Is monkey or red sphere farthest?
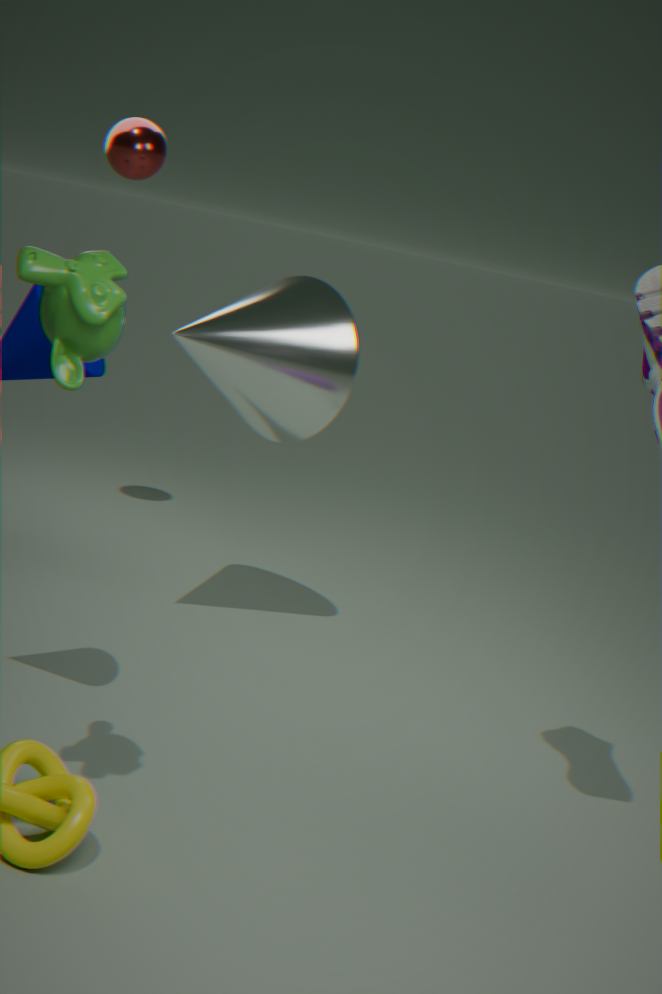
red sphere
